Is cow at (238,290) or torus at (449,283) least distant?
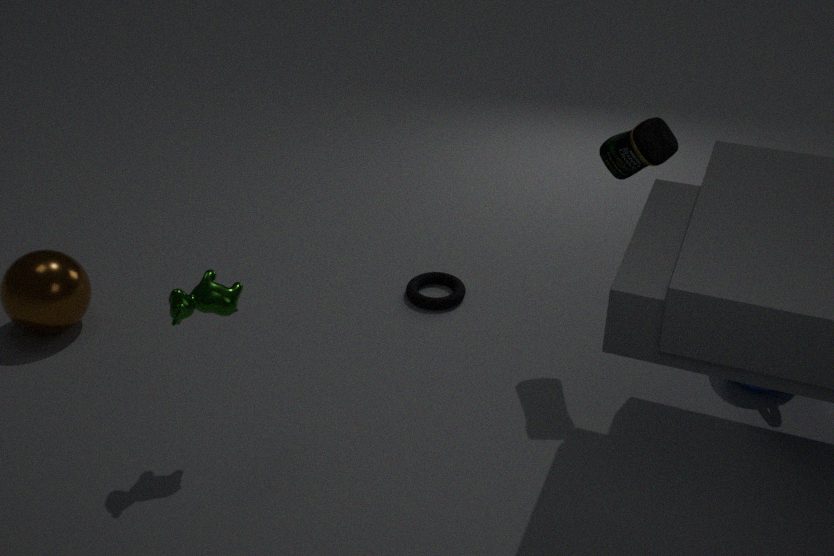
cow at (238,290)
